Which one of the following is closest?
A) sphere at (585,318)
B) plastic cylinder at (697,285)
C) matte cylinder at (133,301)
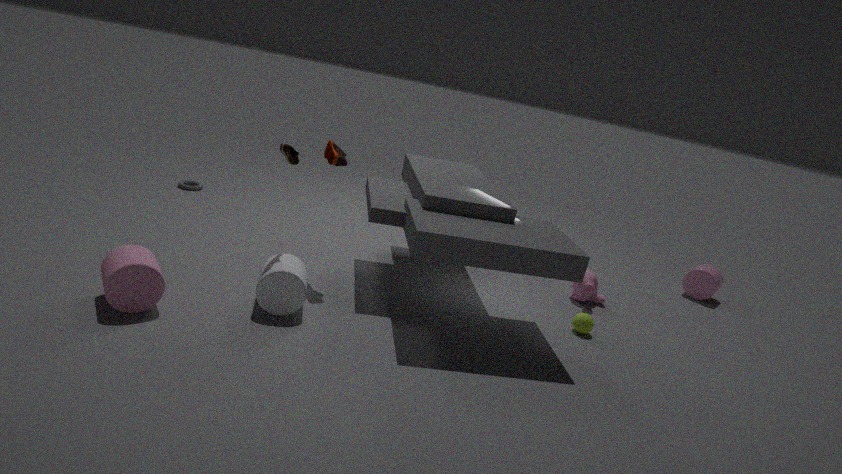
matte cylinder at (133,301)
